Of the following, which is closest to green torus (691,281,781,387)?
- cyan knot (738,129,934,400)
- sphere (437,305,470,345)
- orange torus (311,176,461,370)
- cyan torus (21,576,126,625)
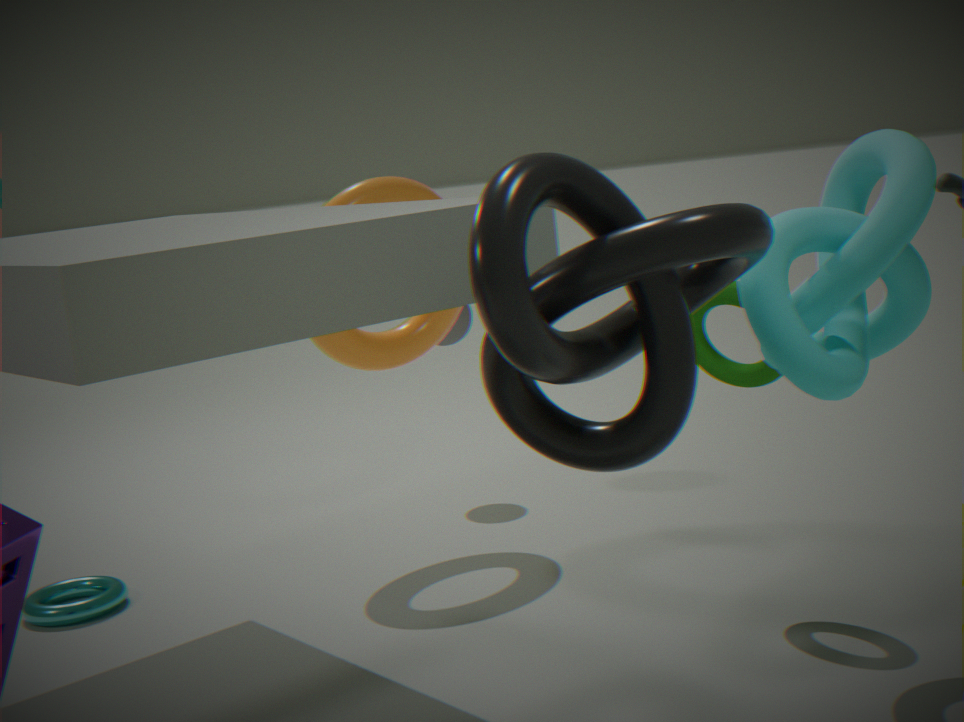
cyan knot (738,129,934,400)
